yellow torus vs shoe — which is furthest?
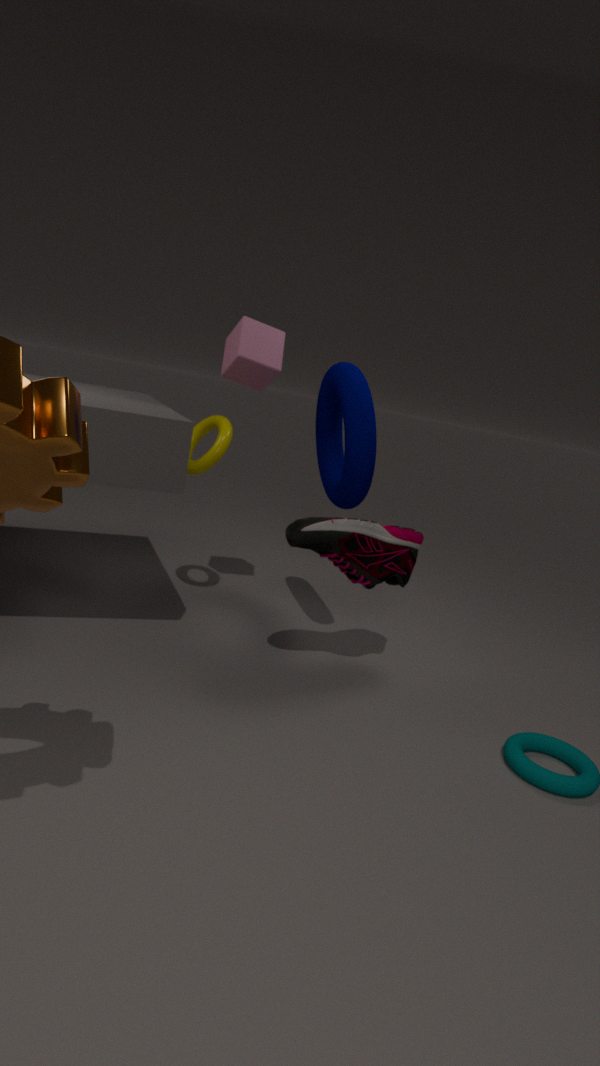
yellow torus
